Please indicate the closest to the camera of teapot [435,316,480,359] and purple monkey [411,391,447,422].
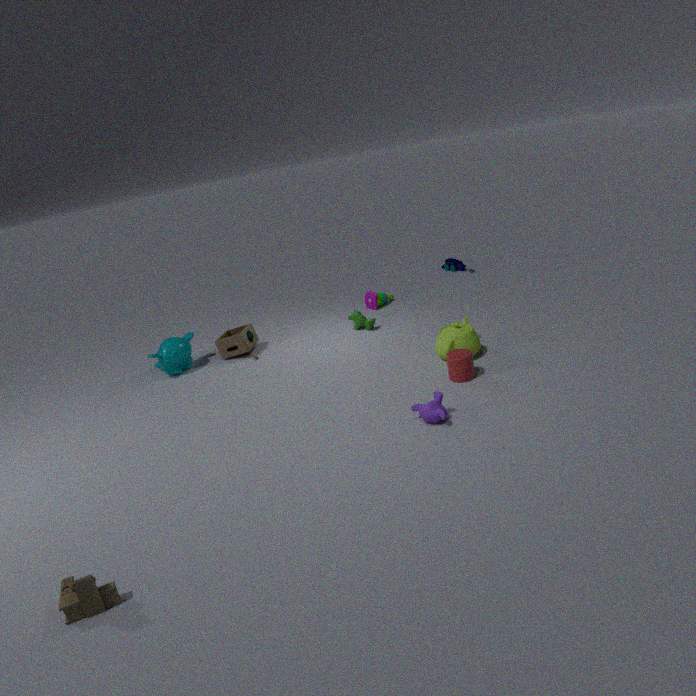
purple monkey [411,391,447,422]
